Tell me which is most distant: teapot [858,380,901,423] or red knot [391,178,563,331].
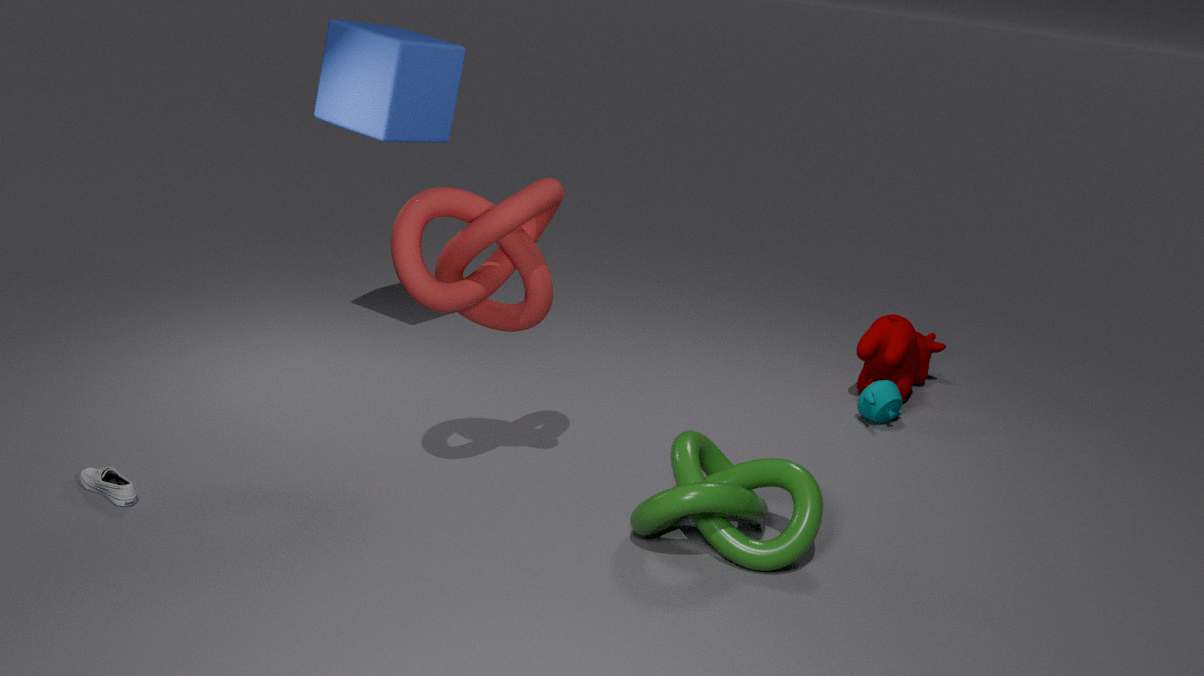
teapot [858,380,901,423]
